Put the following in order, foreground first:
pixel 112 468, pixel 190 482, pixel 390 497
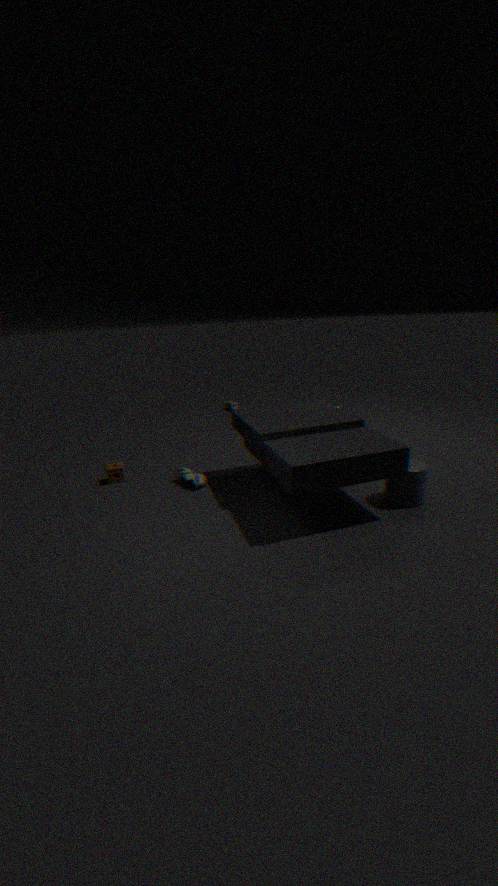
pixel 390 497, pixel 190 482, pixel 112 468
